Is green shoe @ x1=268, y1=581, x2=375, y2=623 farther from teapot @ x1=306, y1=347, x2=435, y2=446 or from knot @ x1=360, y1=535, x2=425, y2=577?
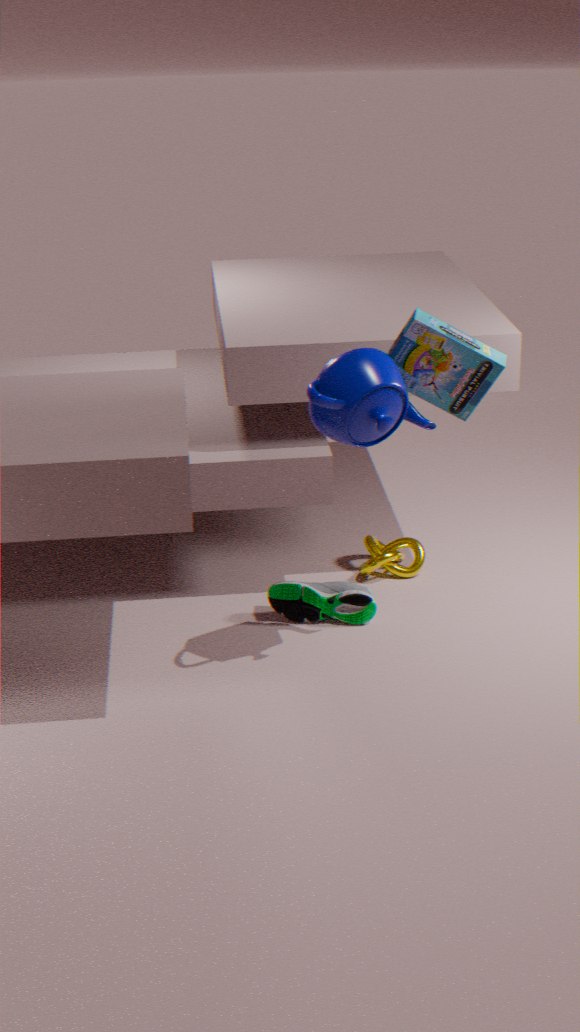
teapot @ x1=306, y1=347, x2=435, y2=446
